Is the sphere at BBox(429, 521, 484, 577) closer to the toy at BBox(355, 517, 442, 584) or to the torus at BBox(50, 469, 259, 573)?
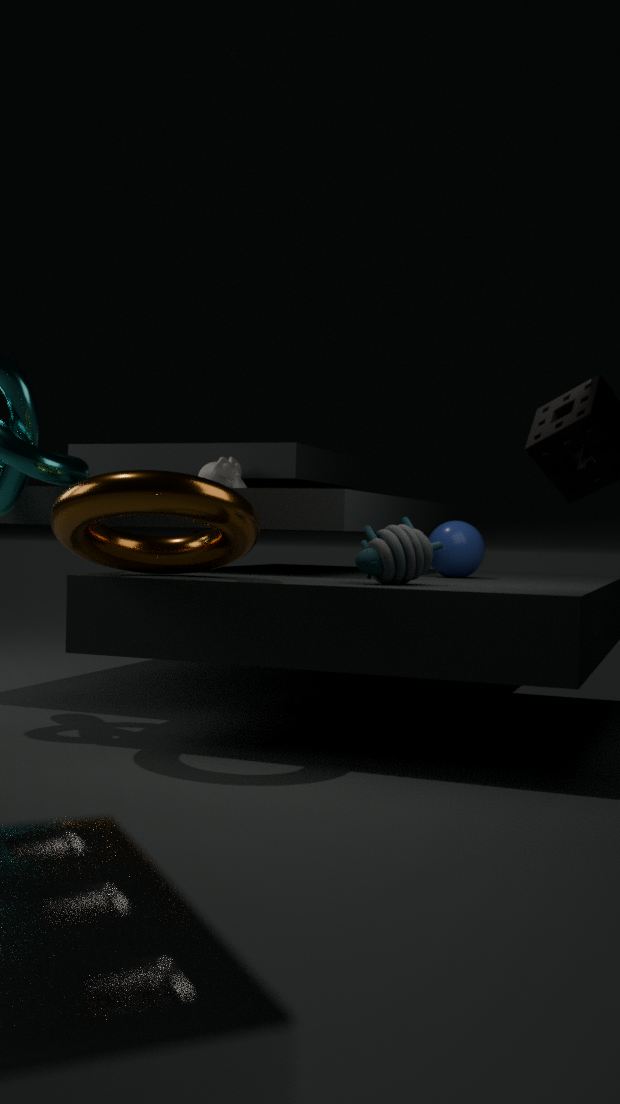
the toy at BBox(355, 517, 442, 584)
